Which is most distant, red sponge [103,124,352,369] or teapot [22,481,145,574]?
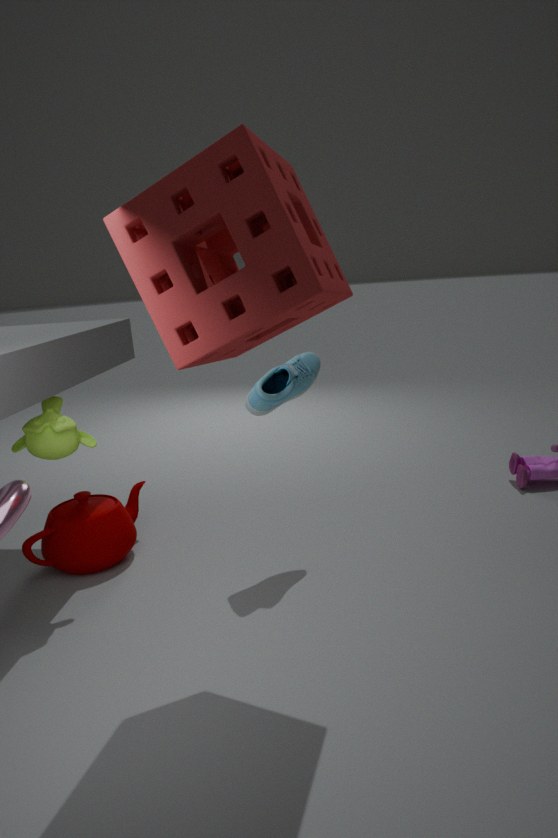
teapot [22,481,145,574]
